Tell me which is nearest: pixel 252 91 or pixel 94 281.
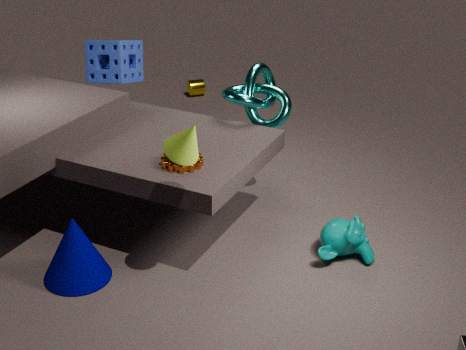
pixel 94 281
